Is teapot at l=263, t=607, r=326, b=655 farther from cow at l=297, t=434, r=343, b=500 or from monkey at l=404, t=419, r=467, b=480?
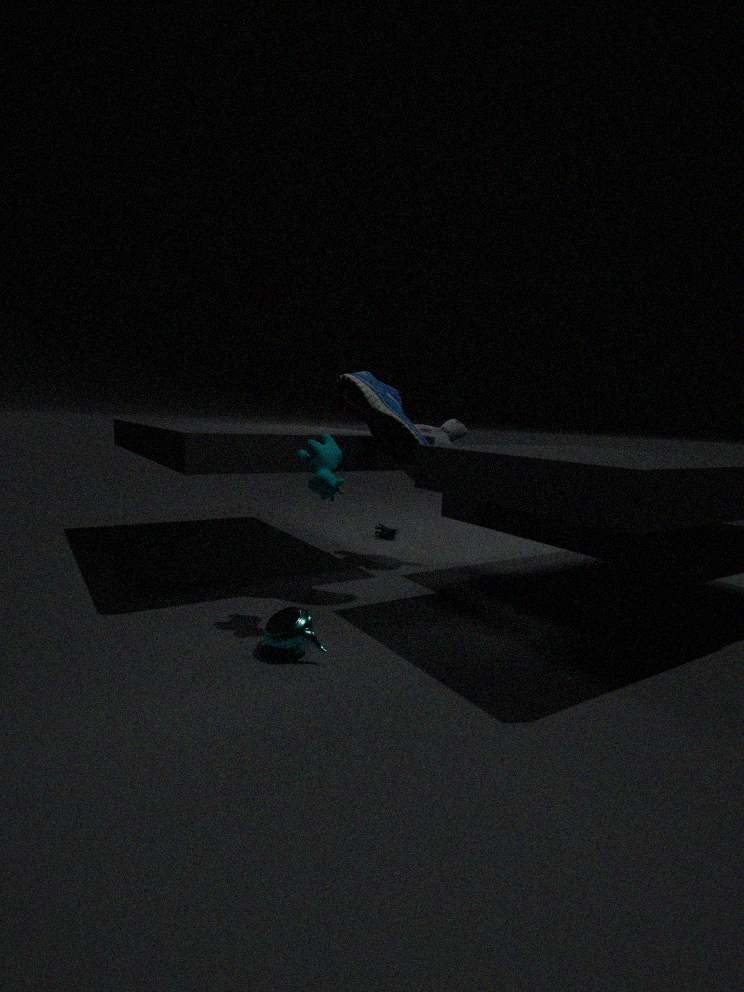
monkey at l=404, t=419, r=467, b=480
